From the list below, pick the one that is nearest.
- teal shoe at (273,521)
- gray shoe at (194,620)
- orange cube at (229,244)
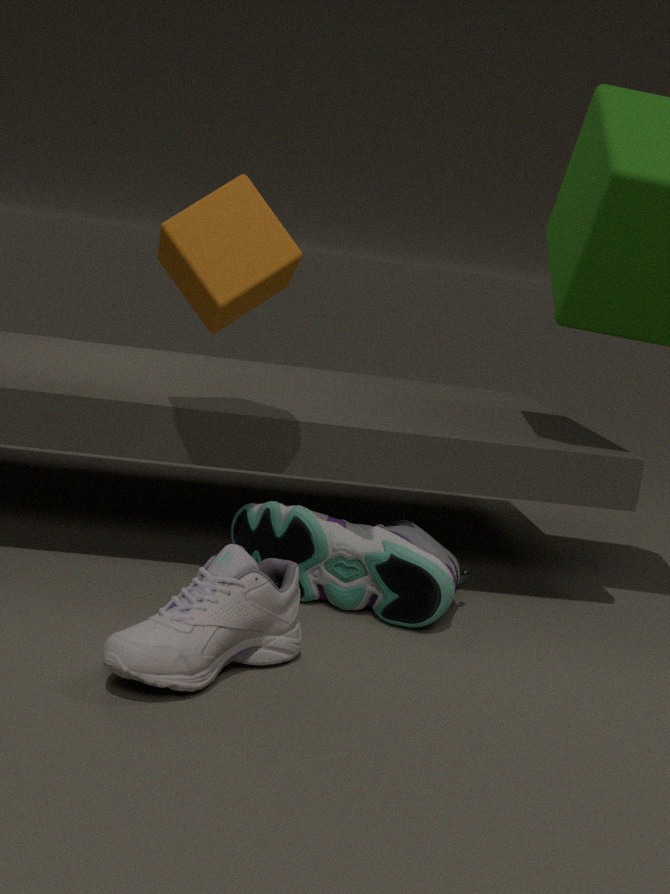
gray shoe at (194,620)
